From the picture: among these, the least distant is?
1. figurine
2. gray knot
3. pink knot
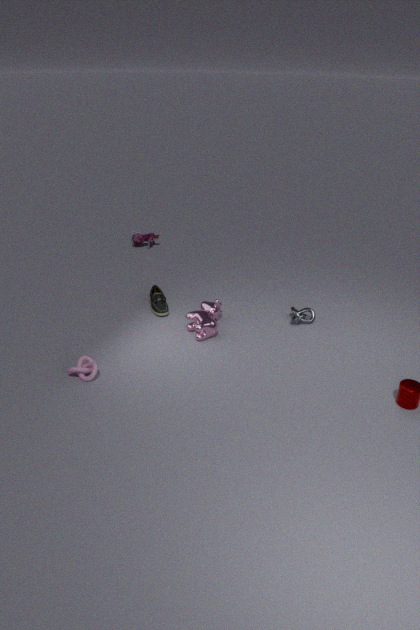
pink knot
